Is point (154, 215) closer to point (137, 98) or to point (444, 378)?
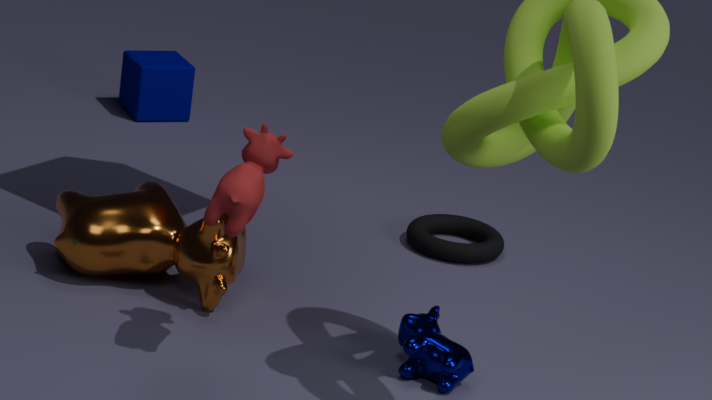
point (444, 378)
